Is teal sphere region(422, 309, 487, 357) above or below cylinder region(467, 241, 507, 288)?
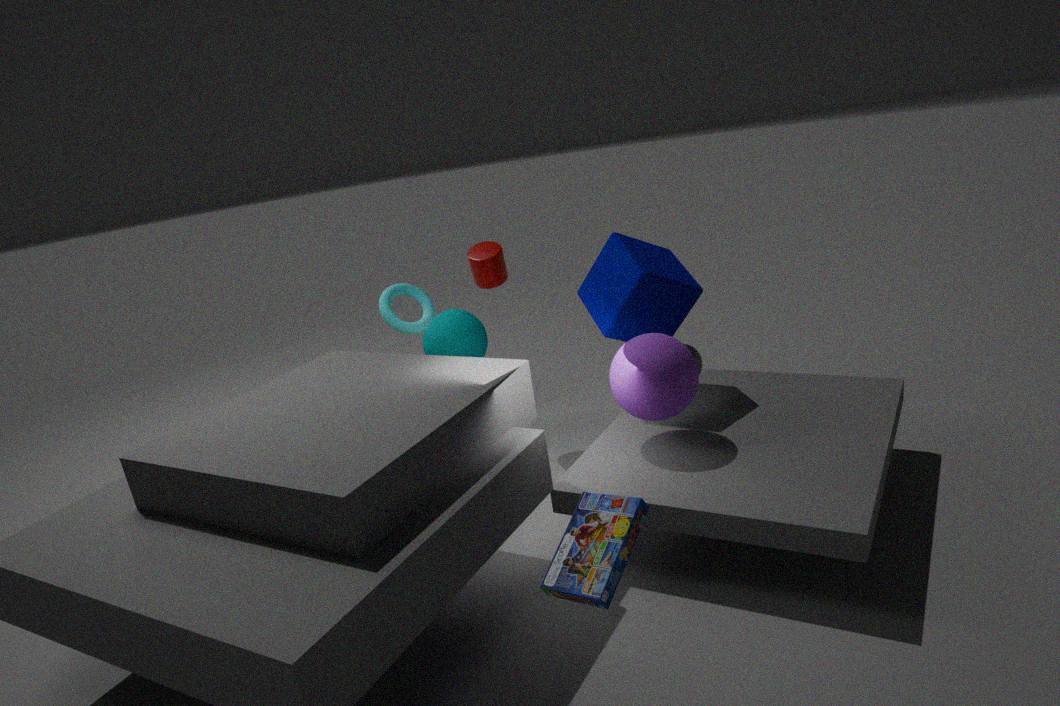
below
